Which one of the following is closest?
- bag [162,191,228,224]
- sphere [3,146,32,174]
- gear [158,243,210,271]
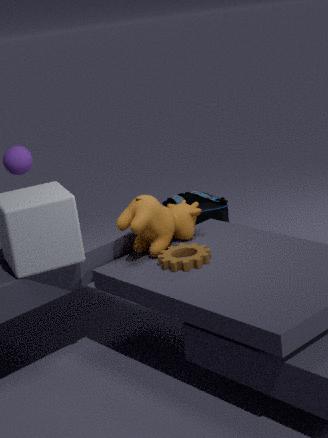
gear [158,243,210,271]
